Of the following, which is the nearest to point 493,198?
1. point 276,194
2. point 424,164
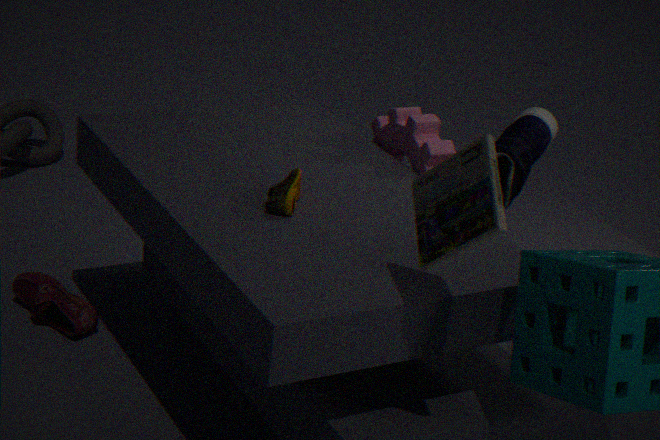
point 276,194
